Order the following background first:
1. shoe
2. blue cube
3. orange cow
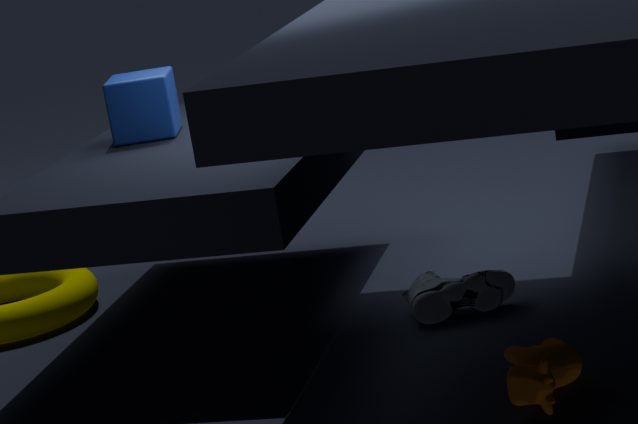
blue cube < shoe < orange cow
